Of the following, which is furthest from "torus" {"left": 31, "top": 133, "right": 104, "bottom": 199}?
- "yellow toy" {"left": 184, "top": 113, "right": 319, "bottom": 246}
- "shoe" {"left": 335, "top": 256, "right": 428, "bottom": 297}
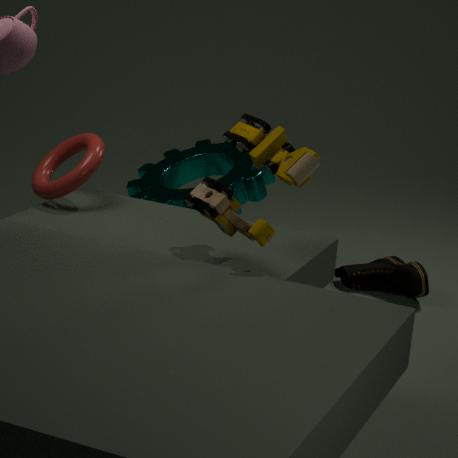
"shoe" {"left": 335, "top": 256, "right": 428, "bottom": 297}
